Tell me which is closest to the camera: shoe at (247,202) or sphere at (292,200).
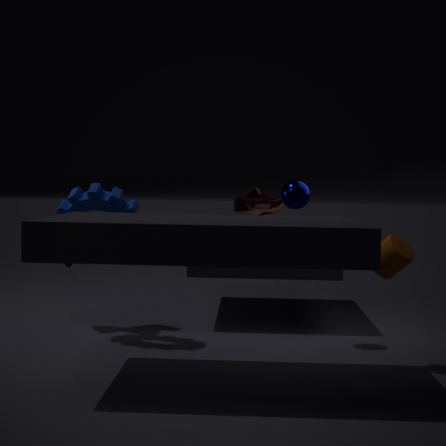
sphere at (292,200)
